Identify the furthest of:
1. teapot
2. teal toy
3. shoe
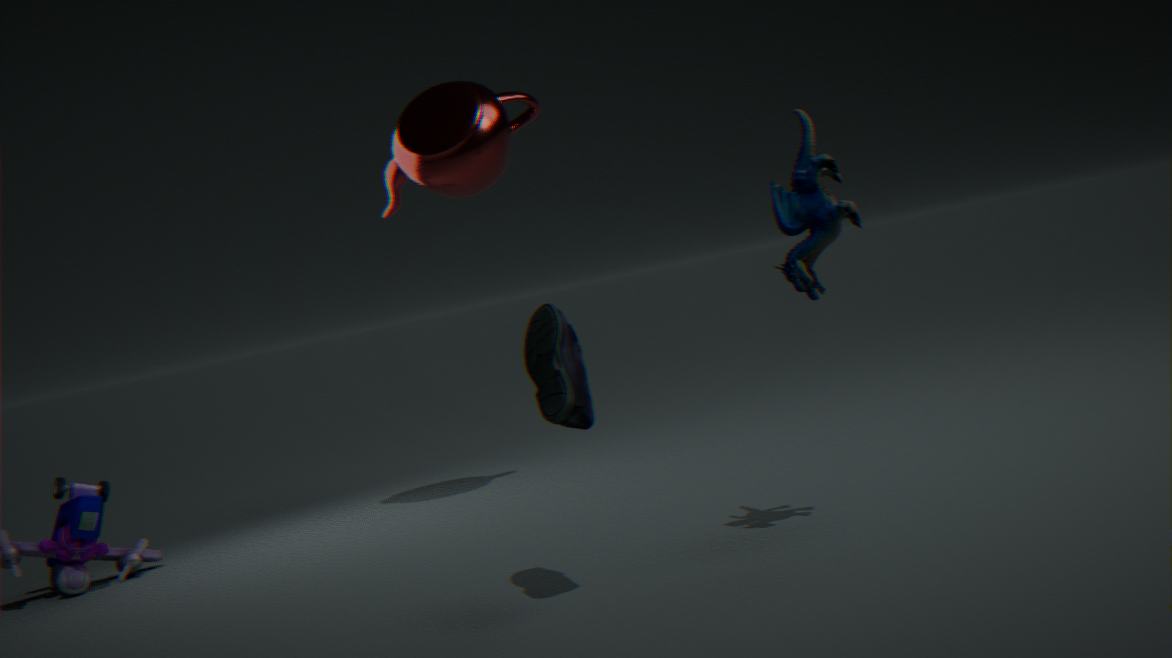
→ teapot
